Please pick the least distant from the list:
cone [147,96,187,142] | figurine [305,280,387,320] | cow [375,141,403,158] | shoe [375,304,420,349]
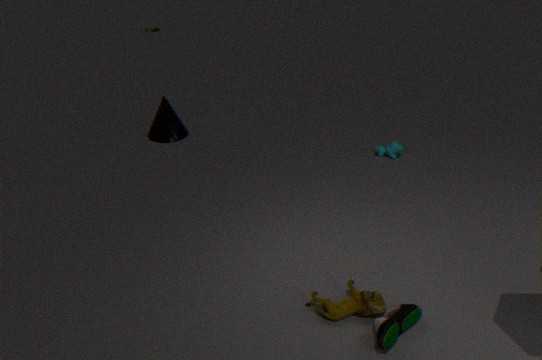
shoe [375,304,420,349]
